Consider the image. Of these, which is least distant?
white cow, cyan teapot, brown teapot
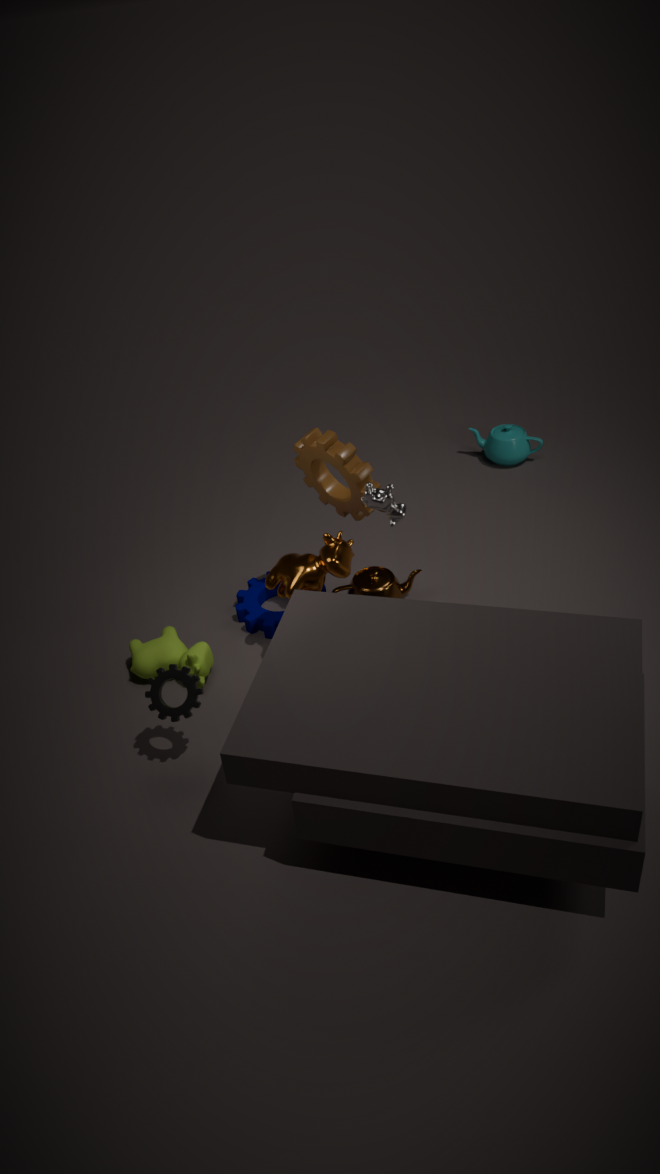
white cow
